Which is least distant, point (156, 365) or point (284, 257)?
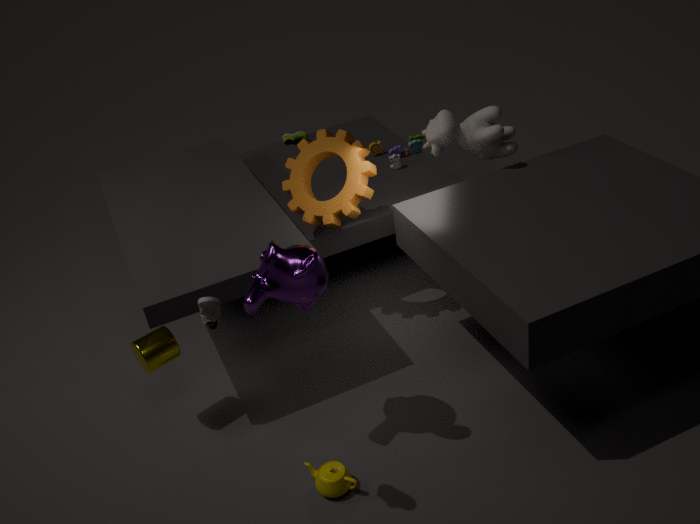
point (284, 257)
